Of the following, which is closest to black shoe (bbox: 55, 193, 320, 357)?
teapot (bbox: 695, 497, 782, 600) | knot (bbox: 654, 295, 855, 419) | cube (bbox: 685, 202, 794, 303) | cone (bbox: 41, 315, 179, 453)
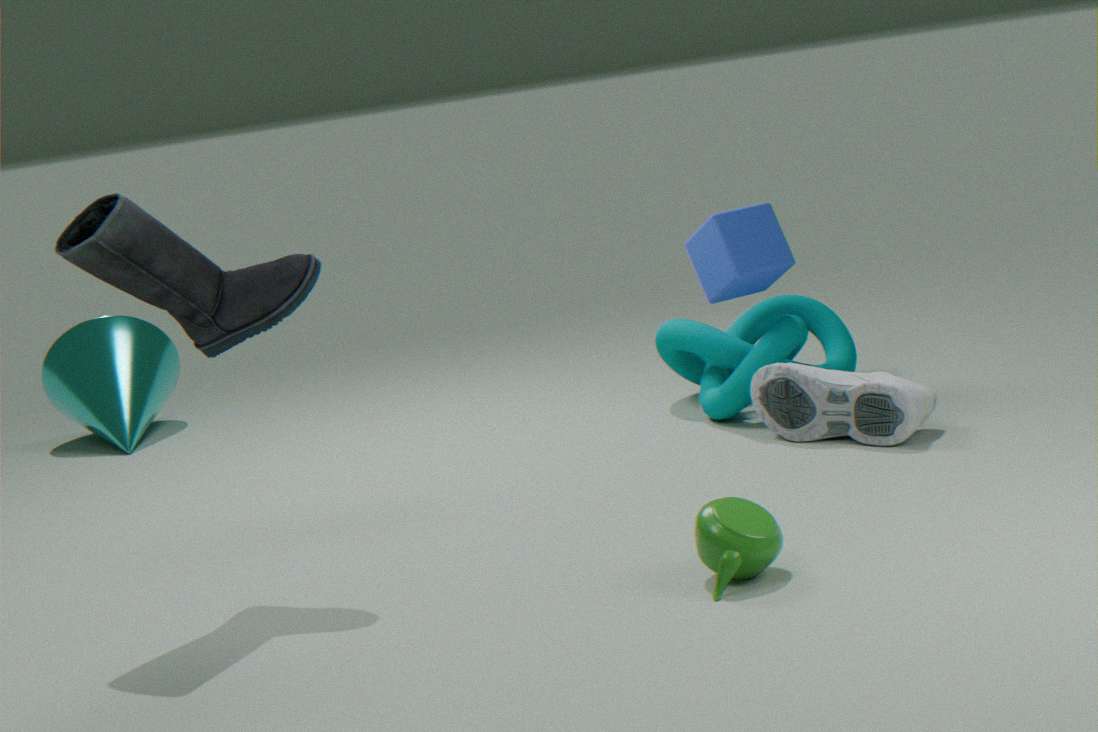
teapot (bbox: 695, 497, 782, 600)
